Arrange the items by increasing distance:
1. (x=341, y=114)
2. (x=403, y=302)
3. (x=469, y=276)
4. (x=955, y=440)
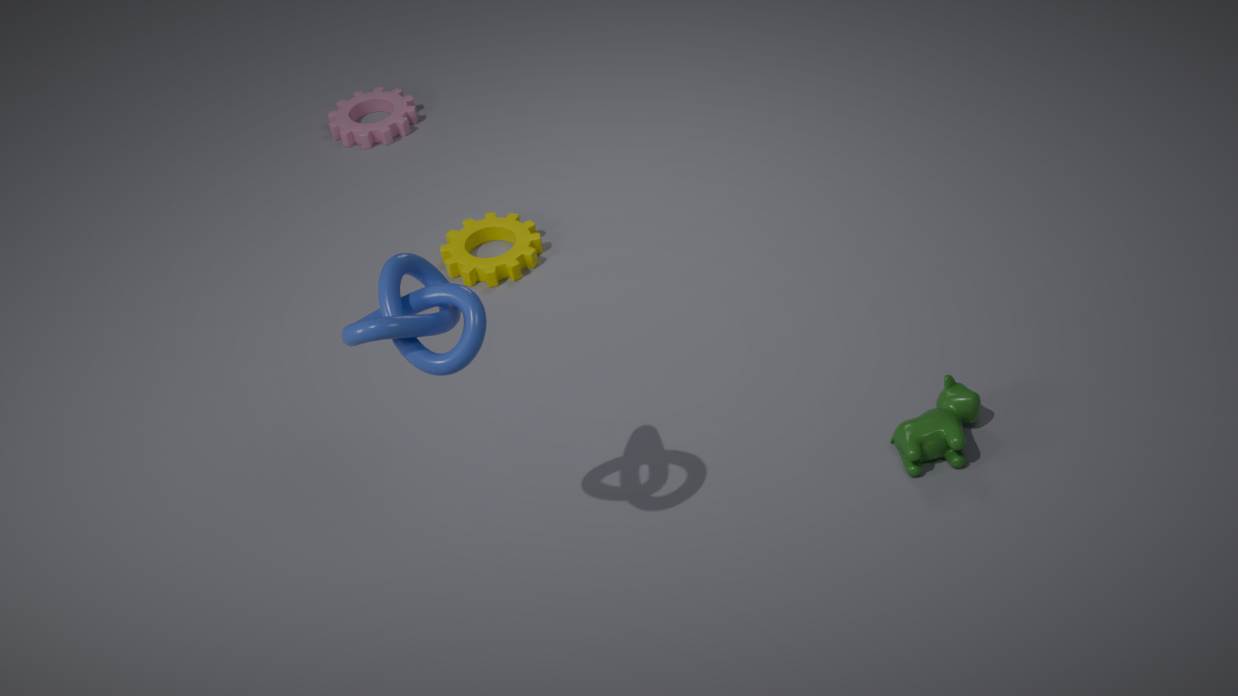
1. (x=403, y=302)
2. (x=955, y=440)
3. (x=469, y=276)
4. (x=341, y=114)
